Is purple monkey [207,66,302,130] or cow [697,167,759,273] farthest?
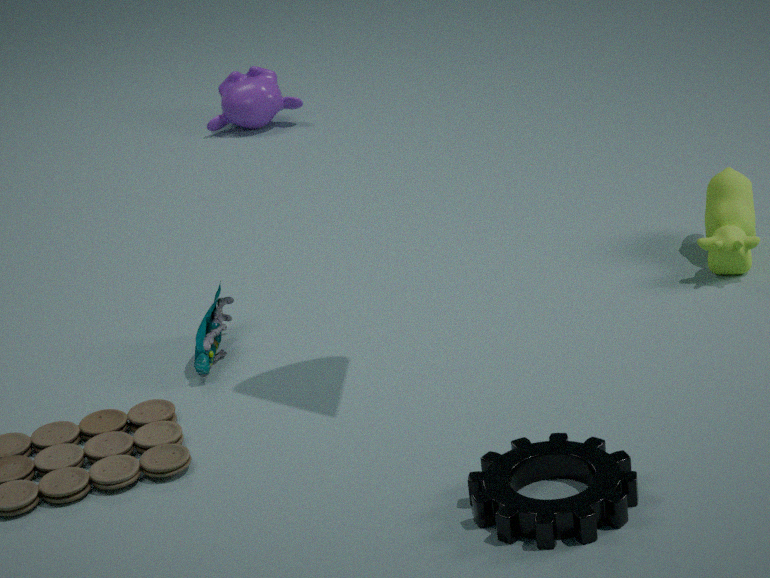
purple monkey [207,66,302,130]
